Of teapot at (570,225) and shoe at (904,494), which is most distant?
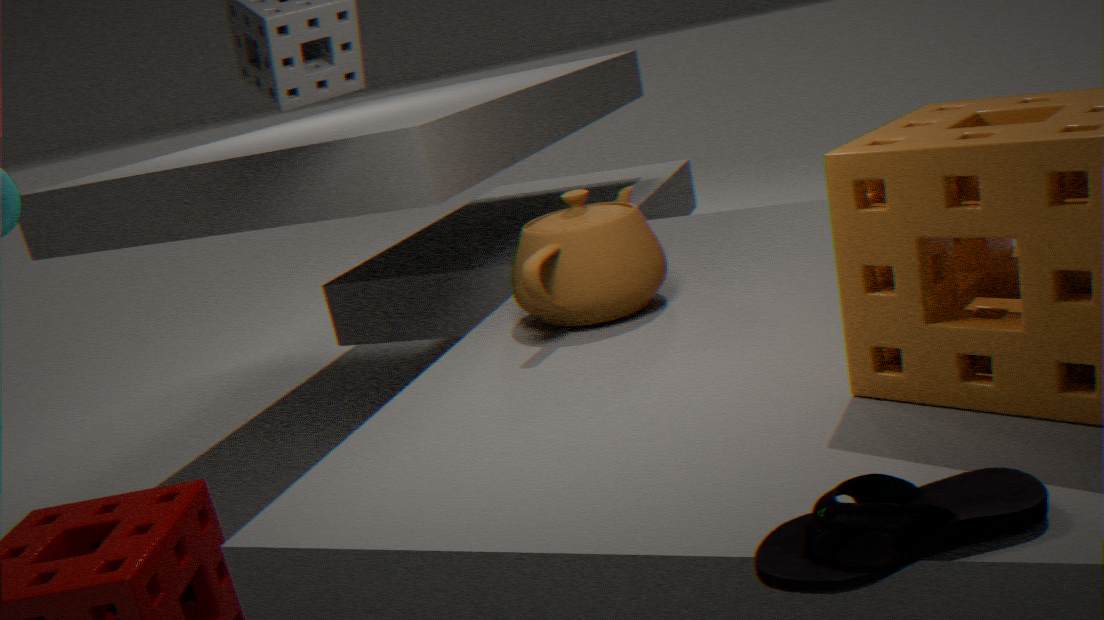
teapot at (570,225)
